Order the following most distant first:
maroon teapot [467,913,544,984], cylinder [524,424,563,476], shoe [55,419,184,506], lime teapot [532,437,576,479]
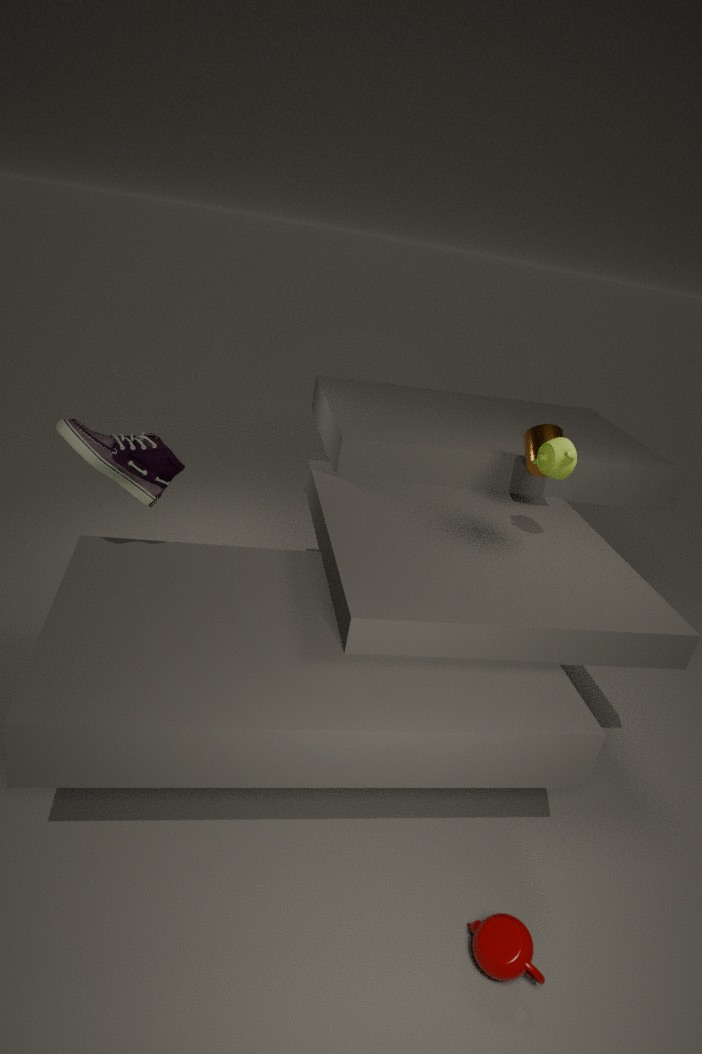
1. cylinder [524,424,563,476]
2. lime teapot [532,437,576,479]
3. shoe [55,419,184,506]
4. maroon teapot [467,913,544,984]
